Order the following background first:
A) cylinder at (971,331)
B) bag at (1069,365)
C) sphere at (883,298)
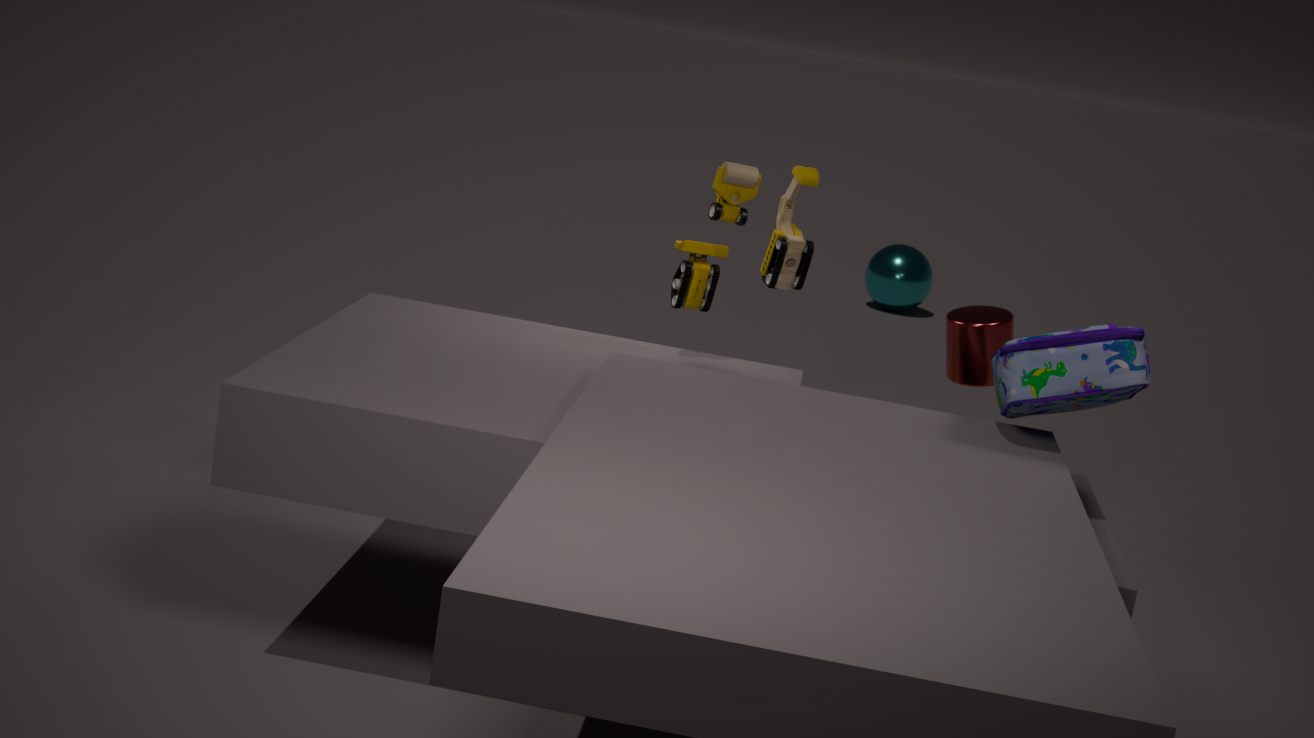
sphere at (883,298) → cylinder at (971,331) → bag at (1069,365)
